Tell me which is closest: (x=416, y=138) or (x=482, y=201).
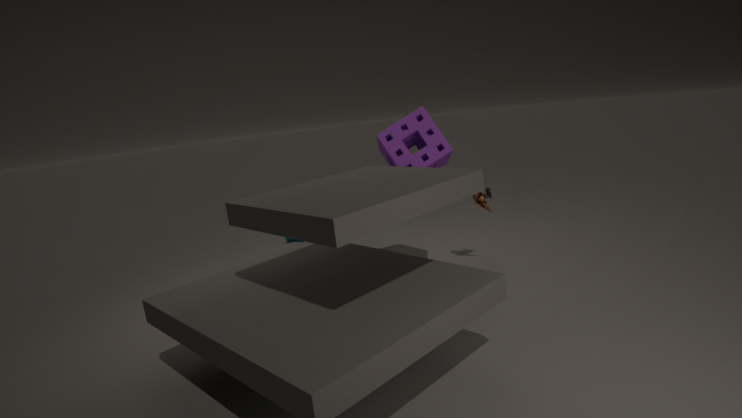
(x=416, y=138)
